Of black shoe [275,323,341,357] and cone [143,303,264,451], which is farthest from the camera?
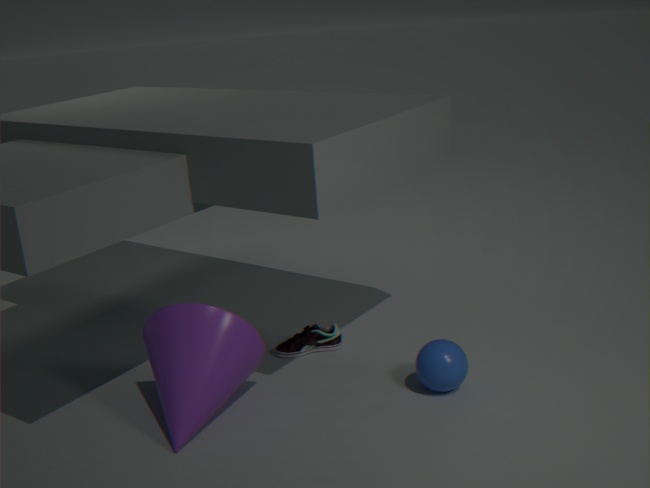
black shoe [275,323,341,357]
